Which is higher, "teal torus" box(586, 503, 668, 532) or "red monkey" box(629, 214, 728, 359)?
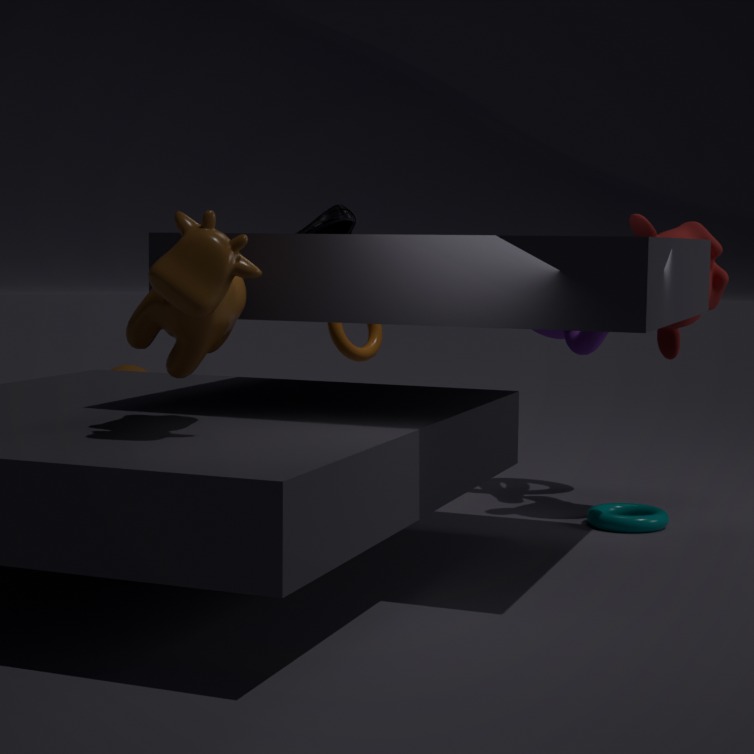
"red monkey" box(629, 214, 728, 359)
